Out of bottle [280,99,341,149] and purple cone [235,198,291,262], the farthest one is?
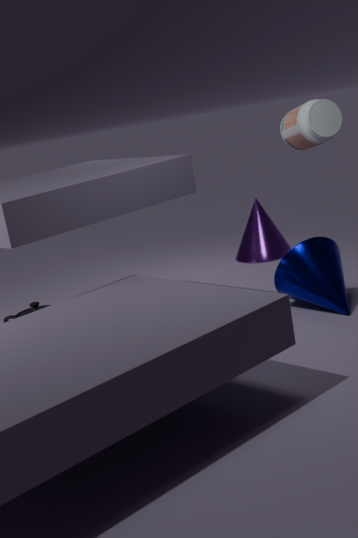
purple cone [235,198,291,262]
